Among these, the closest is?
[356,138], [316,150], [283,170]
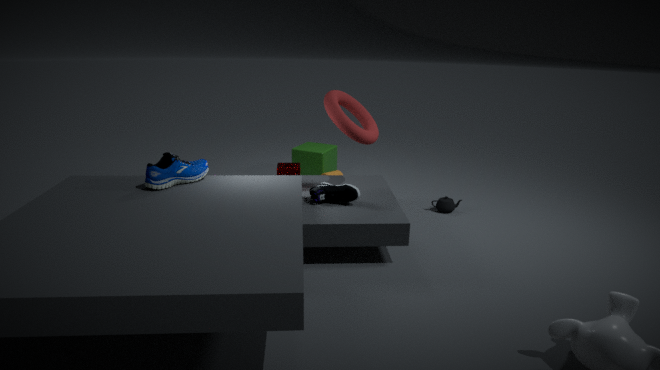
[356,138]
